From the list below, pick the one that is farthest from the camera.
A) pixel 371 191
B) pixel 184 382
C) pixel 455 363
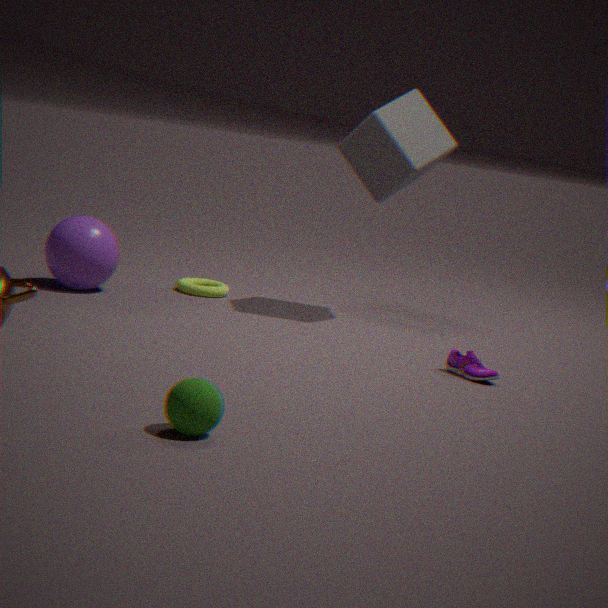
pixel 371 191
